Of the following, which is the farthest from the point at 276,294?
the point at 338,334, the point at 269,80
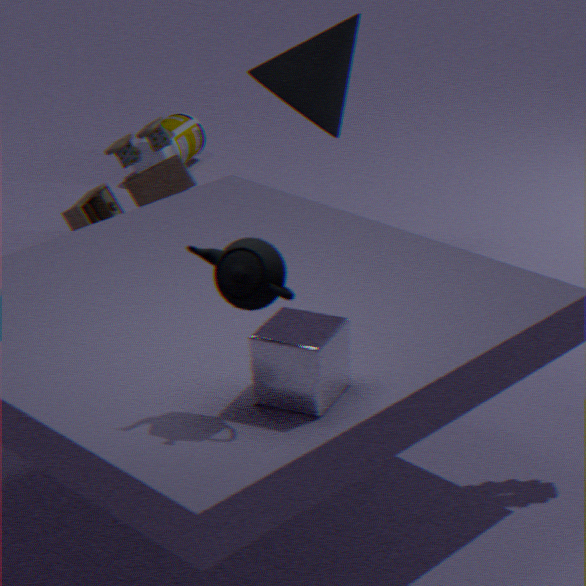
the point at 269,80
